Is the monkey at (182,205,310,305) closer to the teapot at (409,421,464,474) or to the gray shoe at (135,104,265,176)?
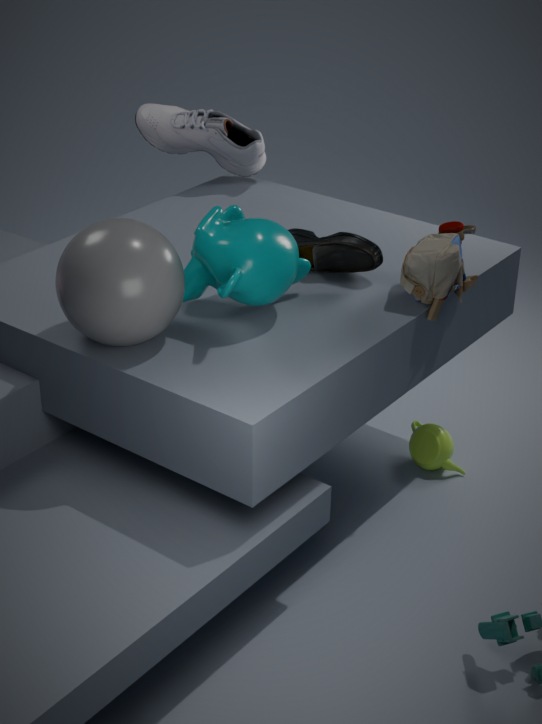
the teapot at (409,421,464,474)
